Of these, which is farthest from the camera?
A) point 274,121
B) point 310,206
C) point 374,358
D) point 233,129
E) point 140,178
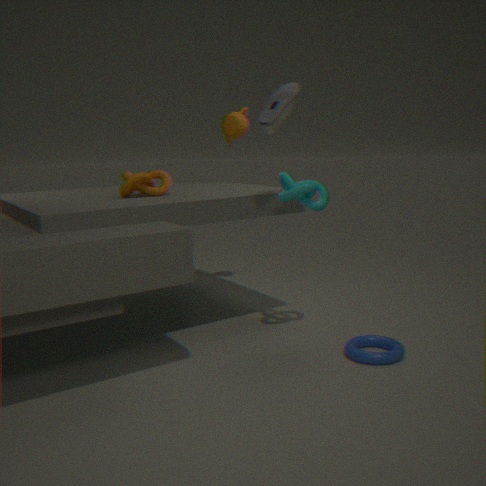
point 233,129
